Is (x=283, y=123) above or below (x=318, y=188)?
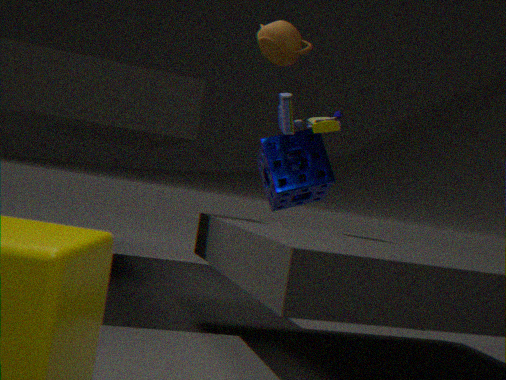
above
